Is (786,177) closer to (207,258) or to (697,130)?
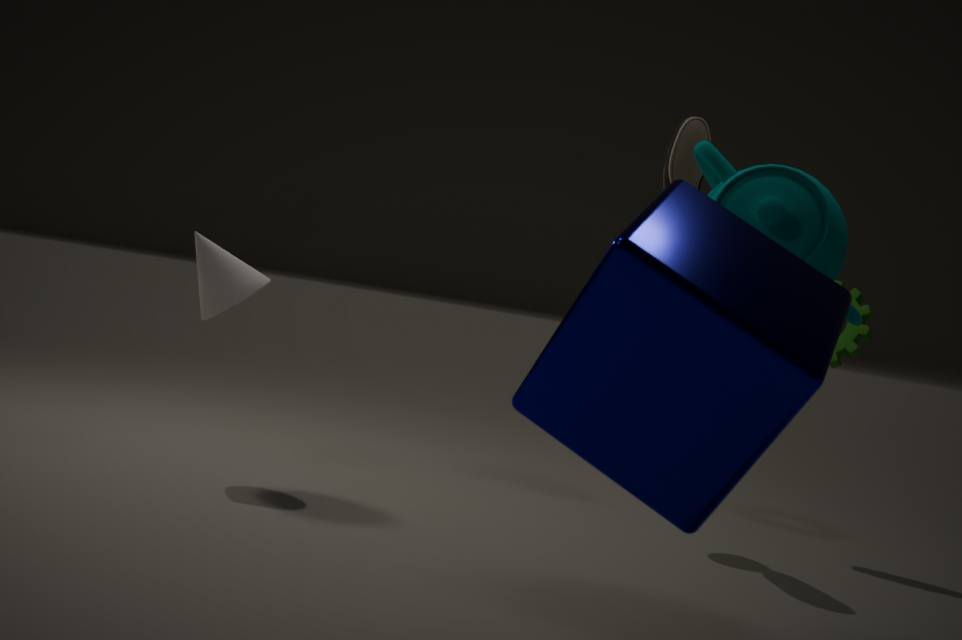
(697,130)
